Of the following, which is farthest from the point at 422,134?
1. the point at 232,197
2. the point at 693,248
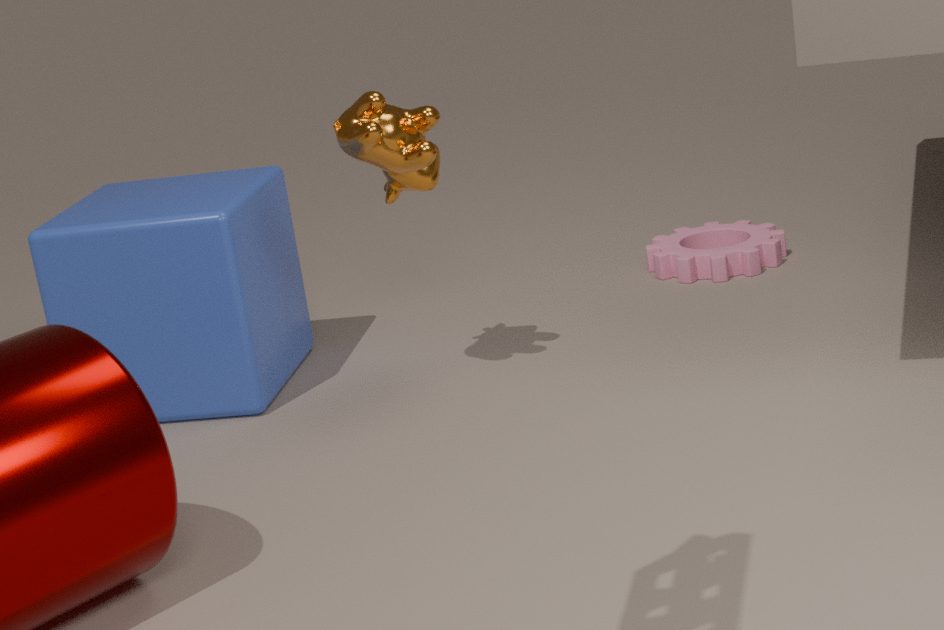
the point at 693,248
